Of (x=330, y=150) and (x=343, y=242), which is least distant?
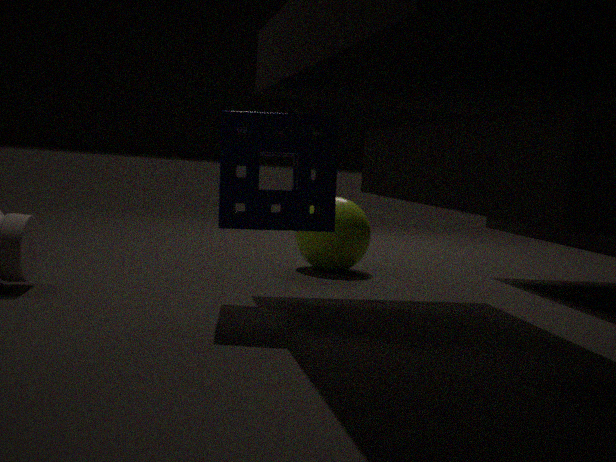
(x=330, y=150)
